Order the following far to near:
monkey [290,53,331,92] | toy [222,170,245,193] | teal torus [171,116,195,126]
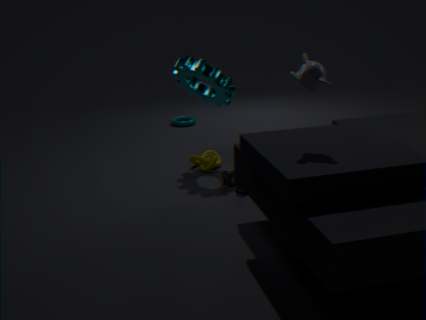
teal torus [171,116,195,126]
toy [222,170,245,193]
monkey [290,53,331,92]
